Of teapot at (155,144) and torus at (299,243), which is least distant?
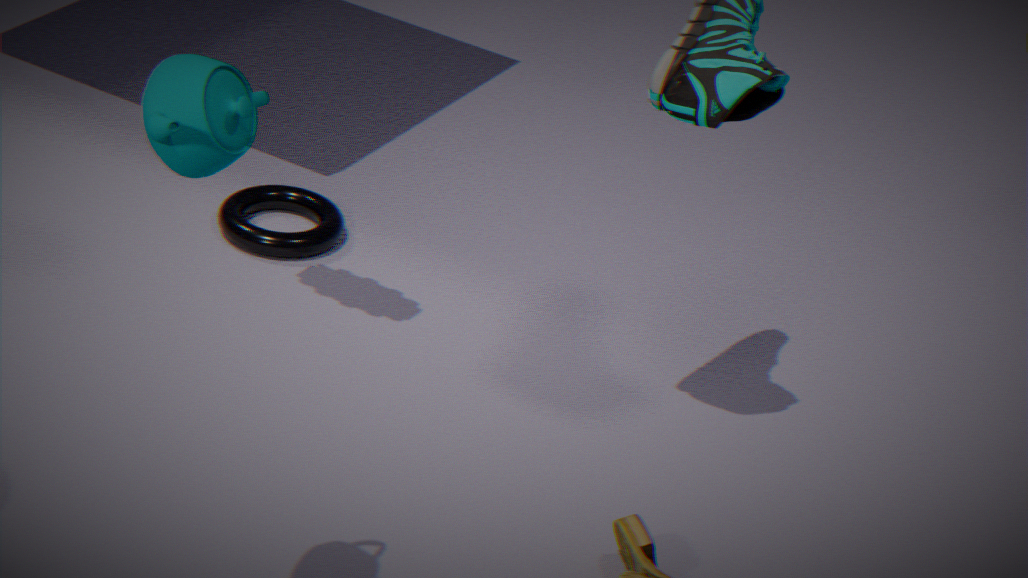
teapot at (155,144)
